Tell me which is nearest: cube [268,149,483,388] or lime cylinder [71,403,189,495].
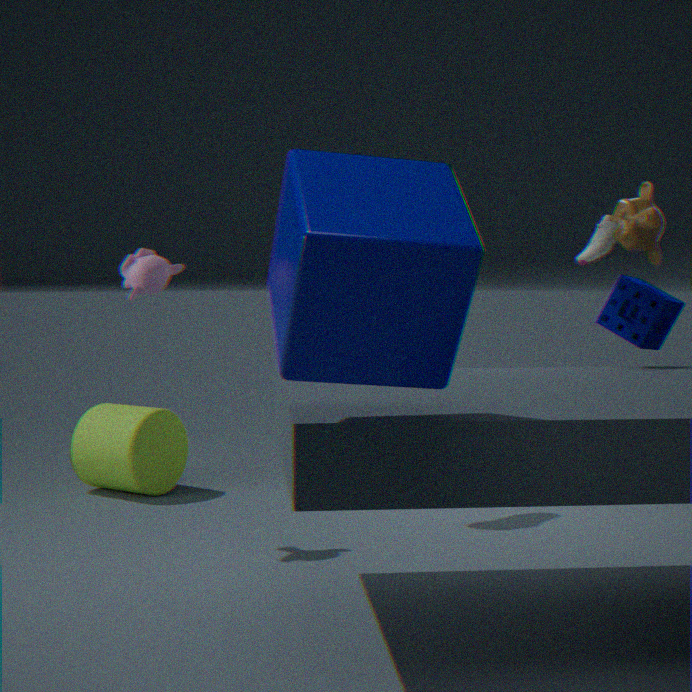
cube [268,149,483,388]
